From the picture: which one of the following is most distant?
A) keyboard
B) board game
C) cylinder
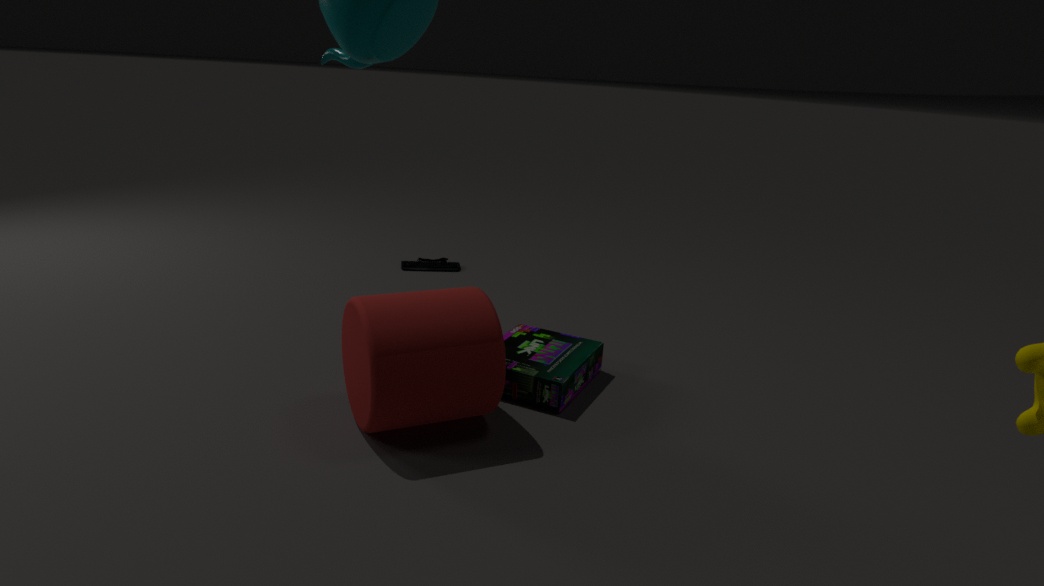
keyboard
